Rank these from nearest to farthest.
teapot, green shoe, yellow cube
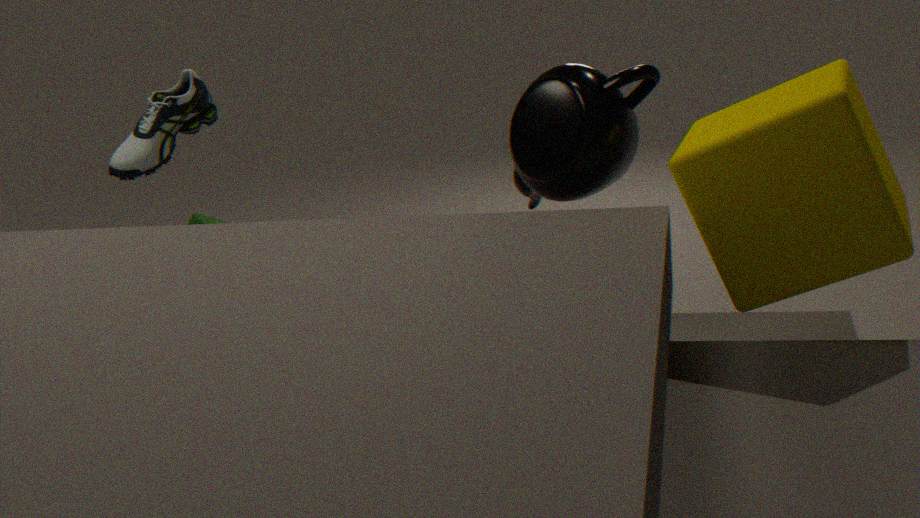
yellow cube < teapot < green shoe
